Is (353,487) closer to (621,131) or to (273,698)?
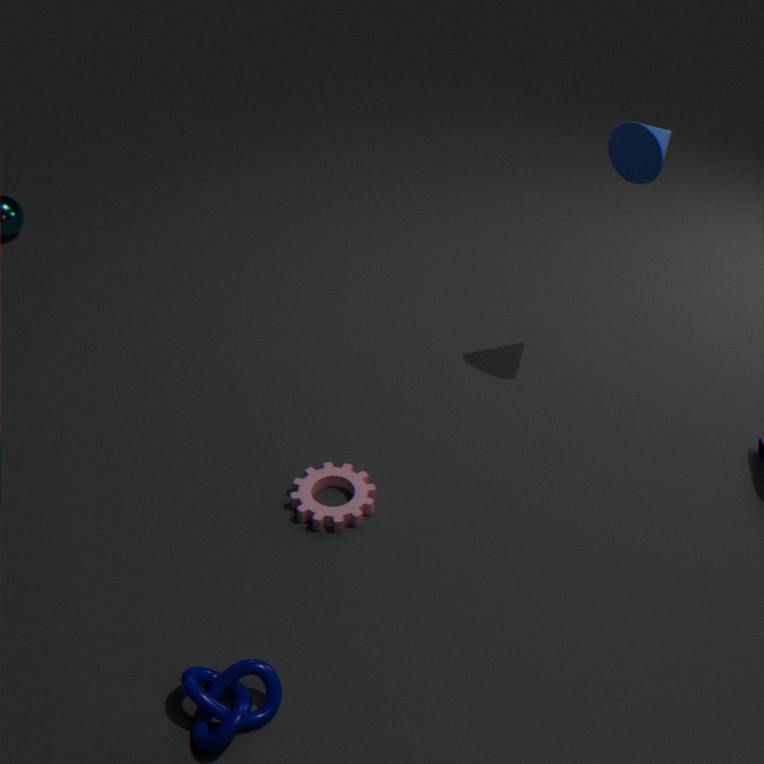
(273,698)
